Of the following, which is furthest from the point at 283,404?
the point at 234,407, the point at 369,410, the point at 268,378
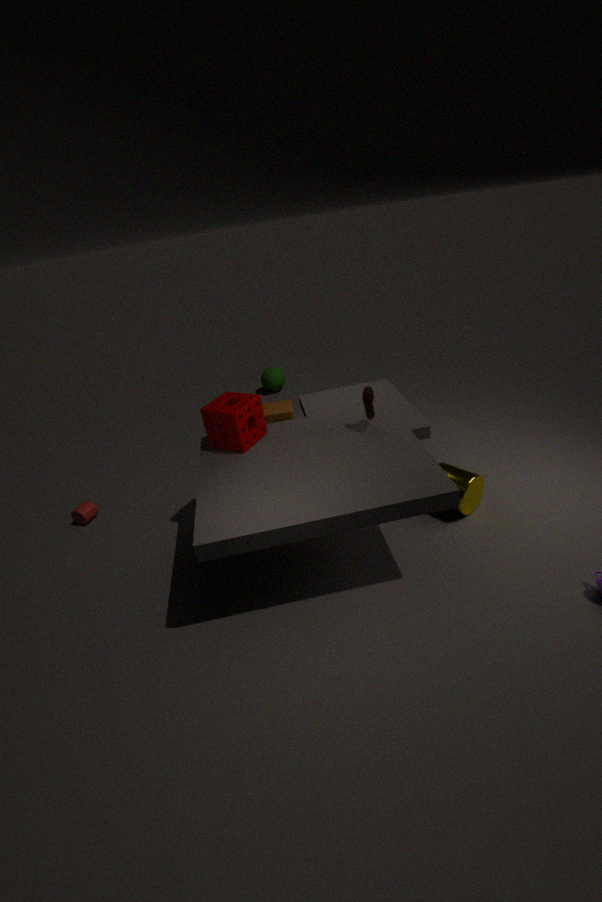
the point at 369,410
